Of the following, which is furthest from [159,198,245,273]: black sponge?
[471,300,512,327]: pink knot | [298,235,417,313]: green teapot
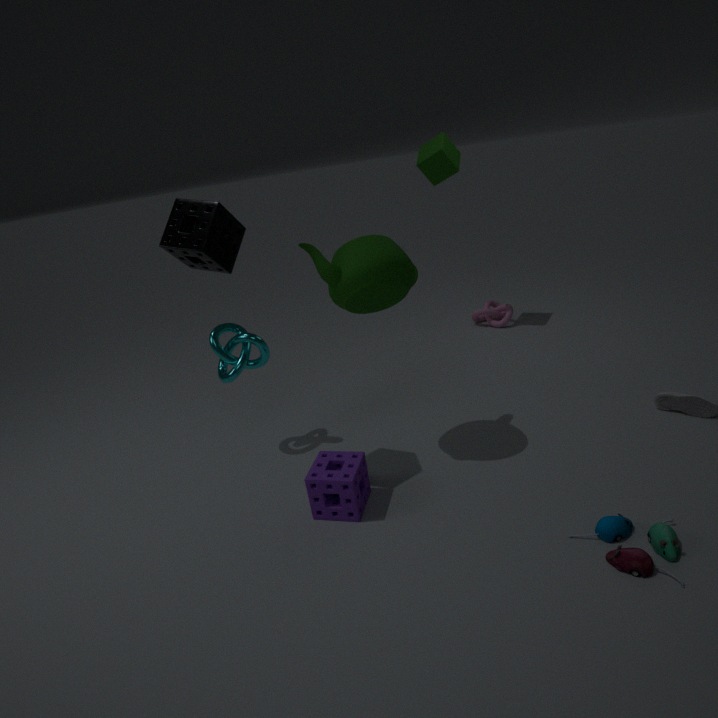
[471,300,512,327]: pink knot
